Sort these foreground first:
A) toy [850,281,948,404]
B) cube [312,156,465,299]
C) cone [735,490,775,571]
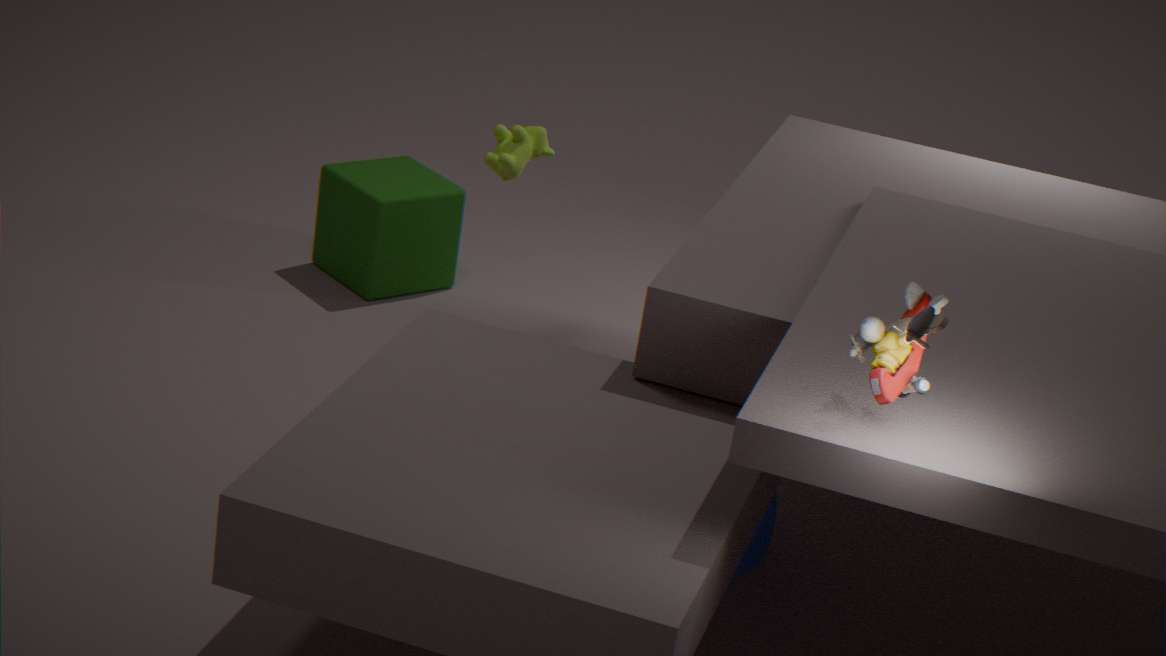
toy [850,281,948,404] < cone [735,490,775,571] < cube [312,156,465,299]
